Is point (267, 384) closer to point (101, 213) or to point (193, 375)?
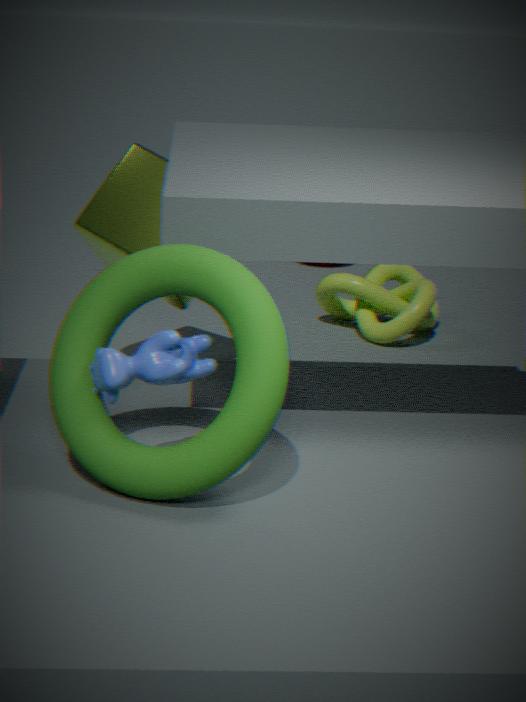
point (193, 375)
